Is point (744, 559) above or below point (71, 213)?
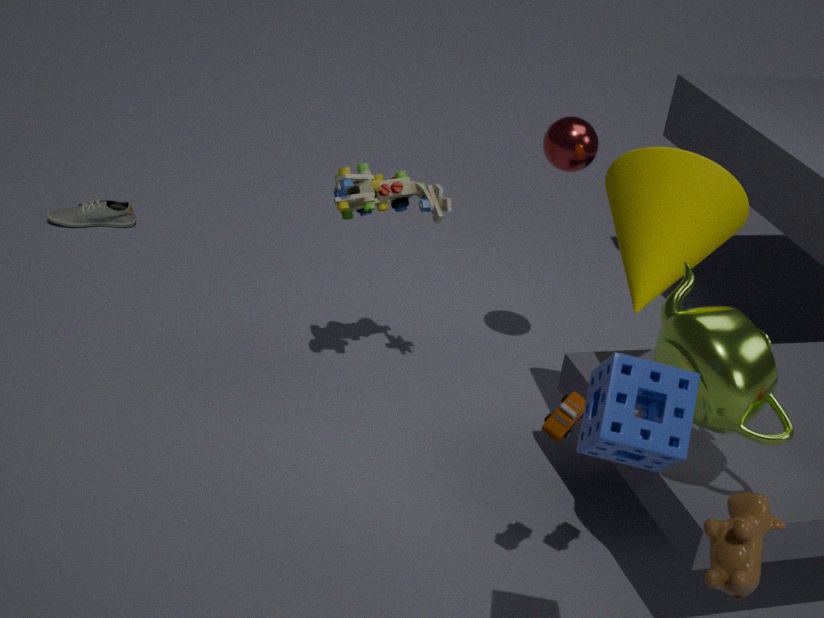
above
